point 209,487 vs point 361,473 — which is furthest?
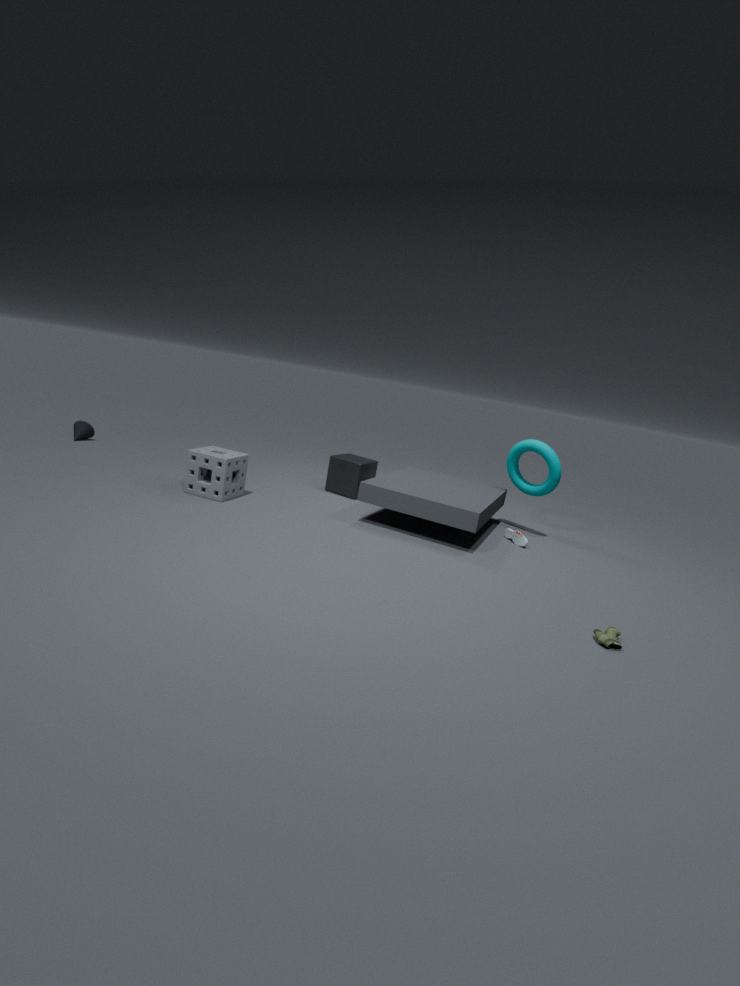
point 361,473
